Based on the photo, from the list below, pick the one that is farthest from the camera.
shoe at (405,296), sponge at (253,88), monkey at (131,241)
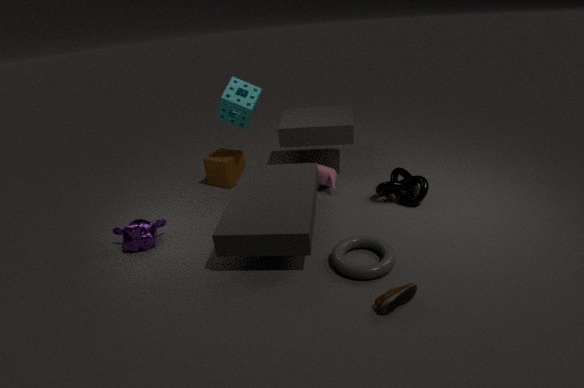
sponge at (253,88)
